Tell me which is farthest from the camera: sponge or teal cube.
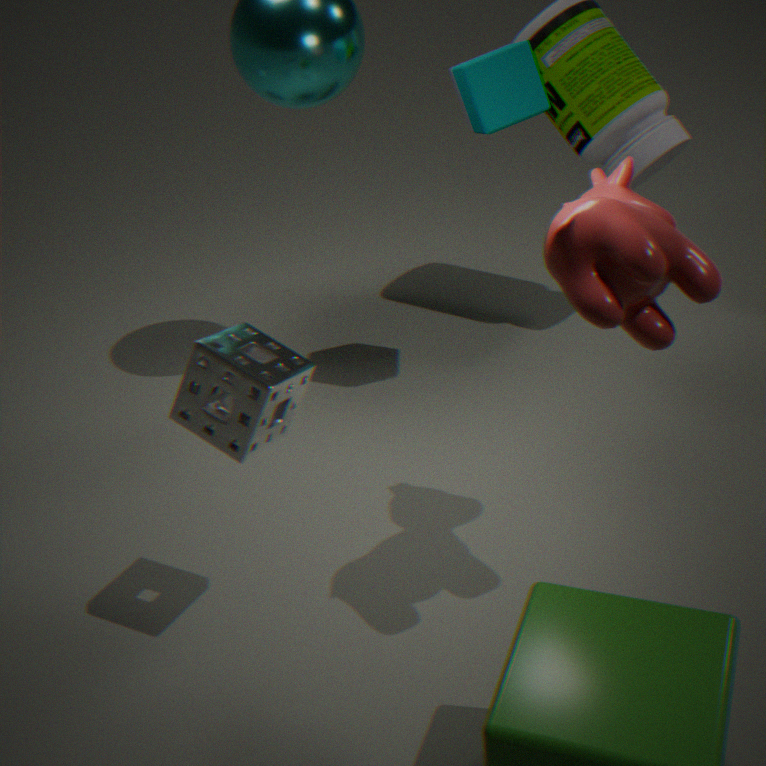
teal cube
